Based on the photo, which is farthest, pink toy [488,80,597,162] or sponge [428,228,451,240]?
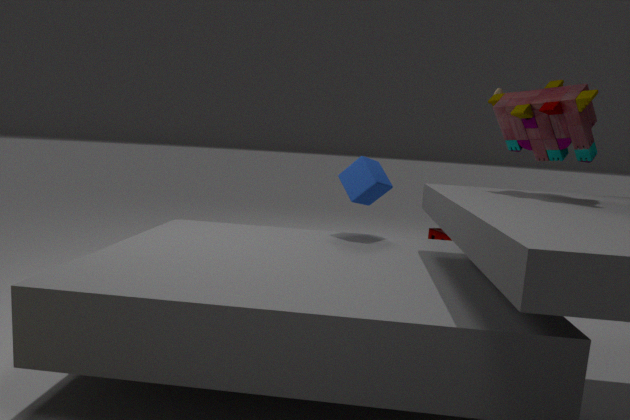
sponge [428,228,451,240]
